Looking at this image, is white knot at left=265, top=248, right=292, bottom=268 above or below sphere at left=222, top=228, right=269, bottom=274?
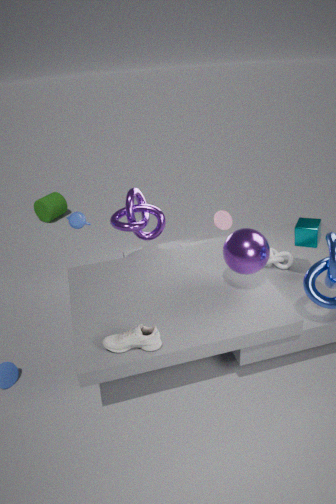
below
